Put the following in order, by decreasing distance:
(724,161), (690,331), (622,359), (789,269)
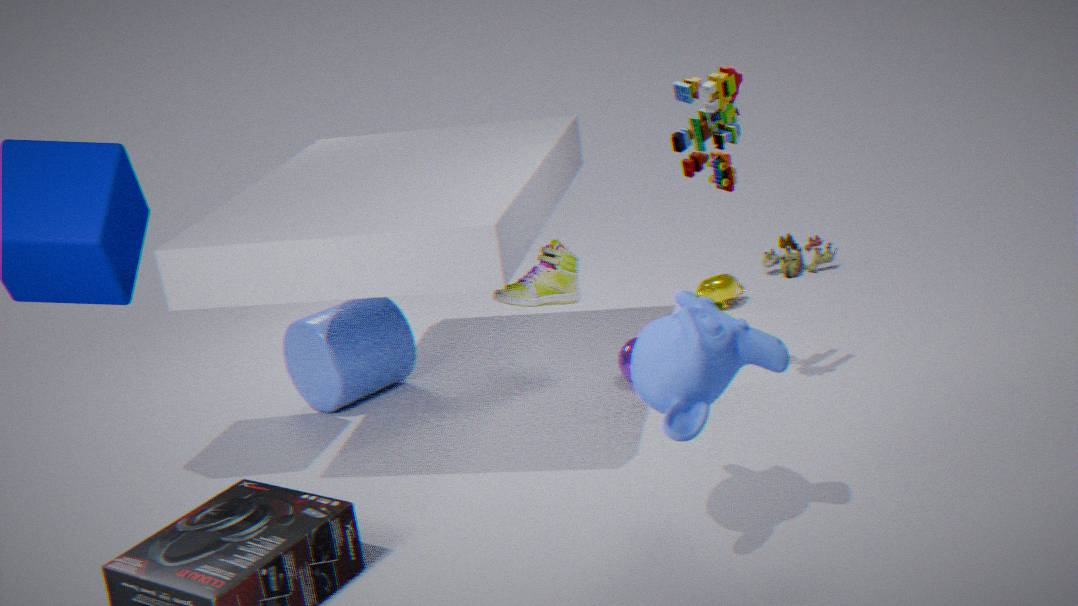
(789,269) < (622,359) < (724,161) < (690,331)
